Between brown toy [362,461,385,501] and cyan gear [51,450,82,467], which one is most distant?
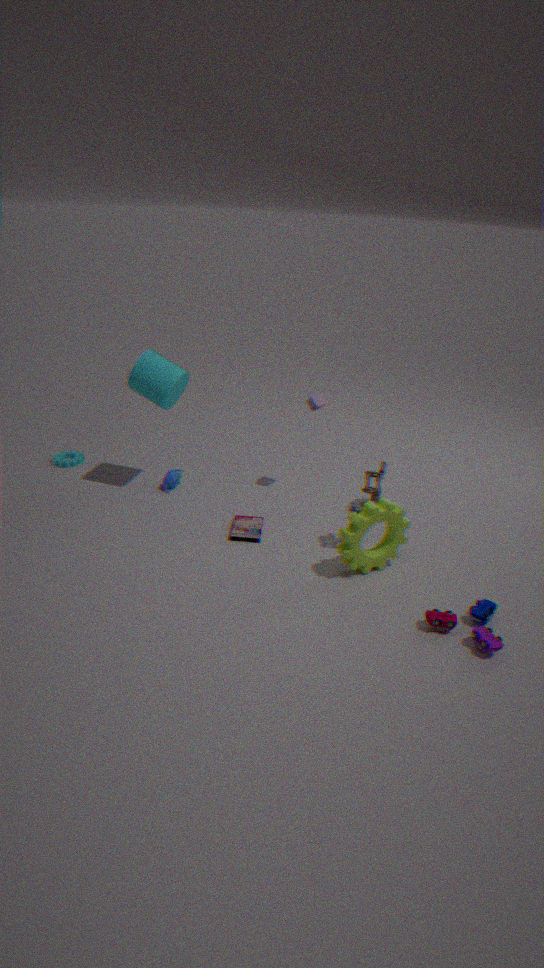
cyan gear [51,450,82,467]
